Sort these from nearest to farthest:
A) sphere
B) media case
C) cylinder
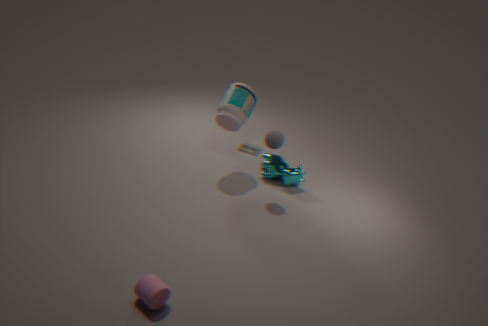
cylinder
sphere
media case
